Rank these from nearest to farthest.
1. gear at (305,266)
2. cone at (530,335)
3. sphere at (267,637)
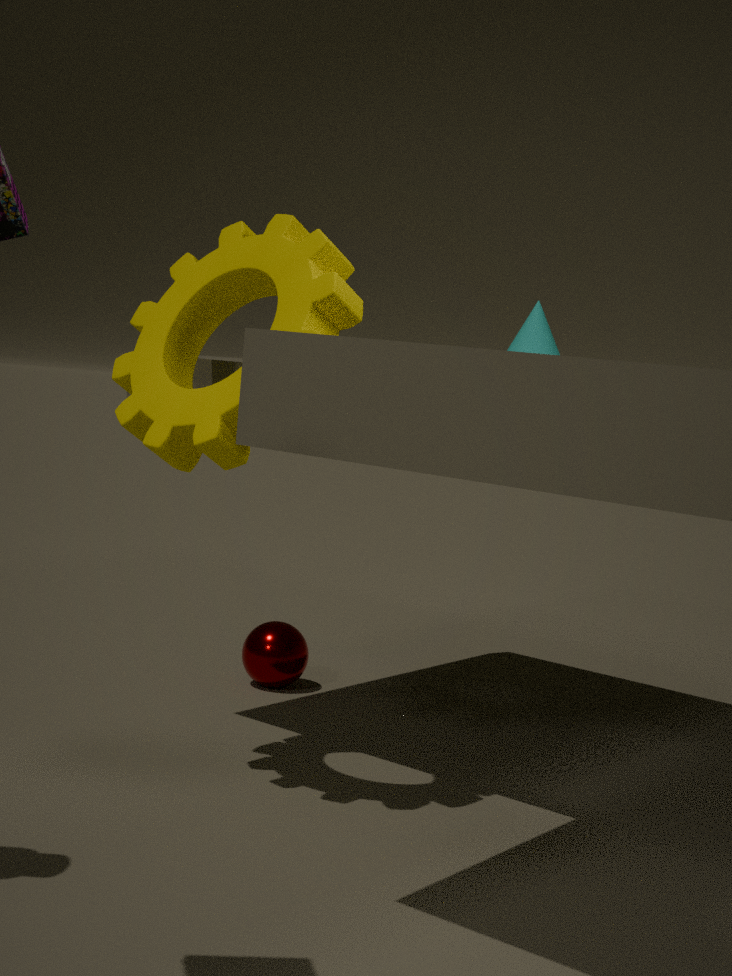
gear at (305,266), sphere at (267,637), cone at (530,335)
